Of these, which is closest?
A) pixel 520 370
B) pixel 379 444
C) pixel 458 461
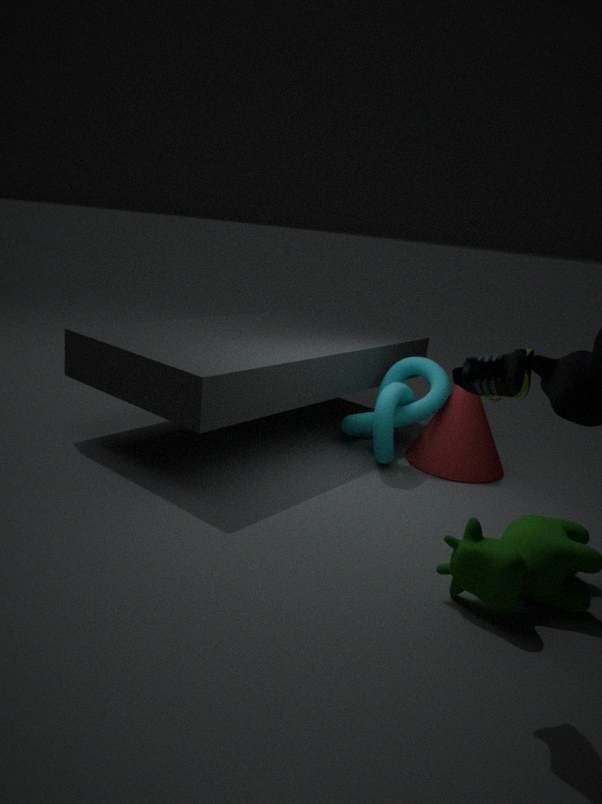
pixel 520 370
